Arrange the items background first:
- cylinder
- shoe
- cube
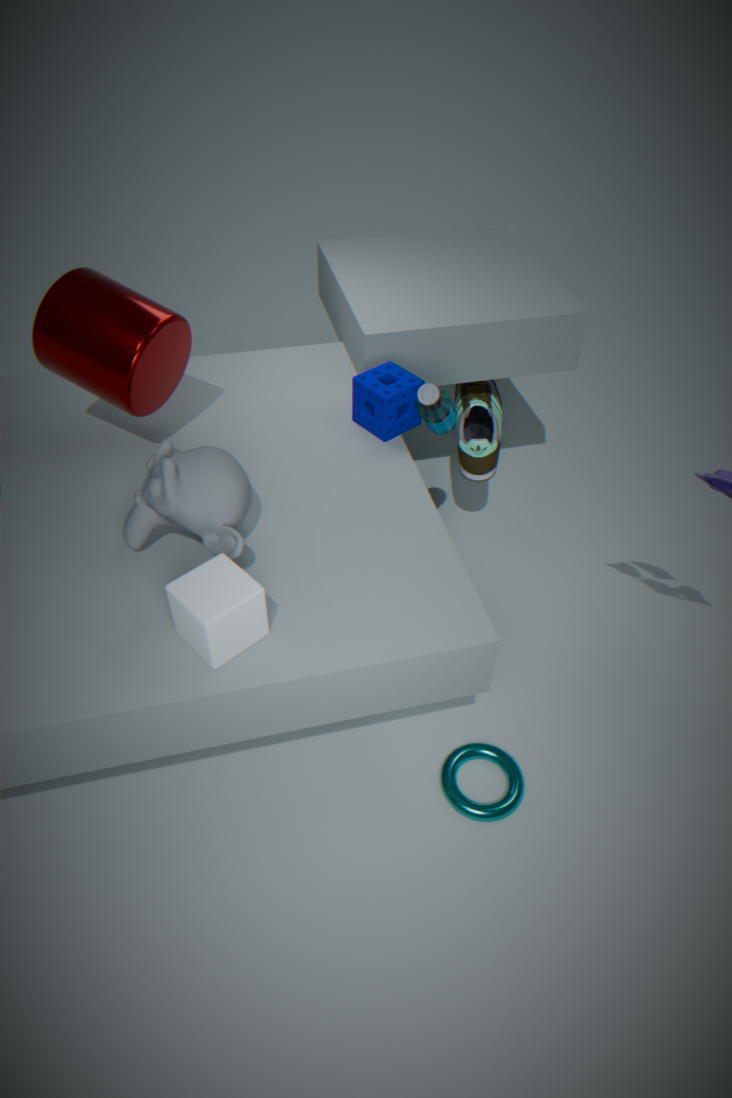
shoe
cylinder
cube
